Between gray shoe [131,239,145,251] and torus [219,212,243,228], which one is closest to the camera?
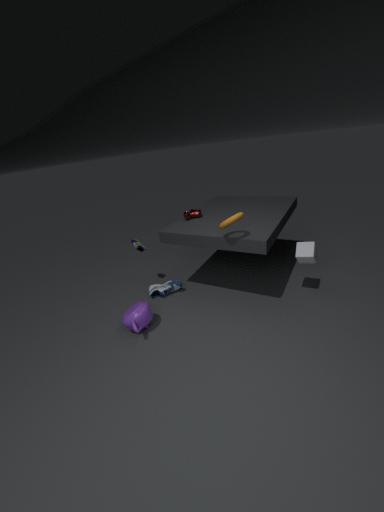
torus [219,212,243,228]
